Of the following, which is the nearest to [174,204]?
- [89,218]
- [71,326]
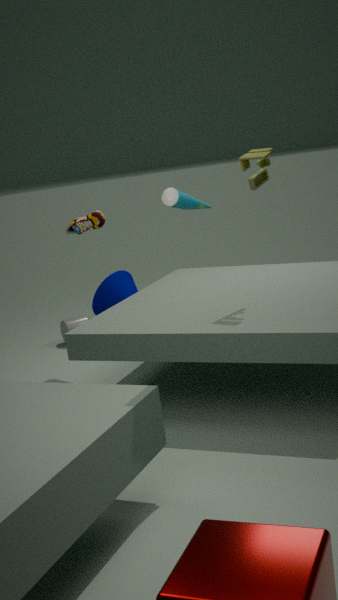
[89,218]
